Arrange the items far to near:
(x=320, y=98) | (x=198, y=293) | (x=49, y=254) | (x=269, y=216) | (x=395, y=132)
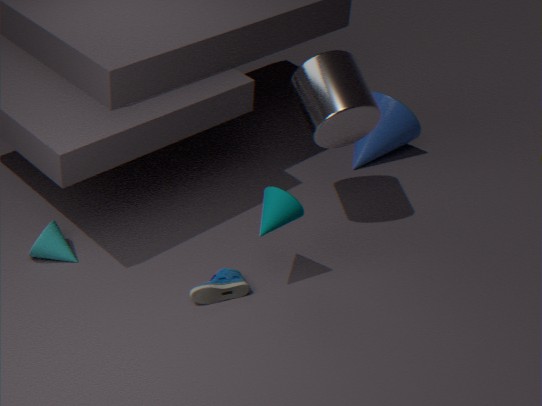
(x=395, y=132) < (x=49, y=254) < (x=320, y=98) < (x=198, y=293) < (x=269, y=216)
